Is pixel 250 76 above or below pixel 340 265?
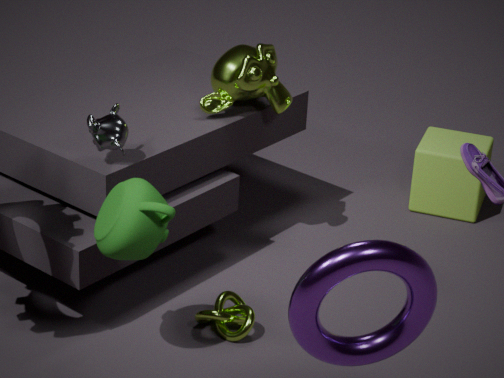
above
